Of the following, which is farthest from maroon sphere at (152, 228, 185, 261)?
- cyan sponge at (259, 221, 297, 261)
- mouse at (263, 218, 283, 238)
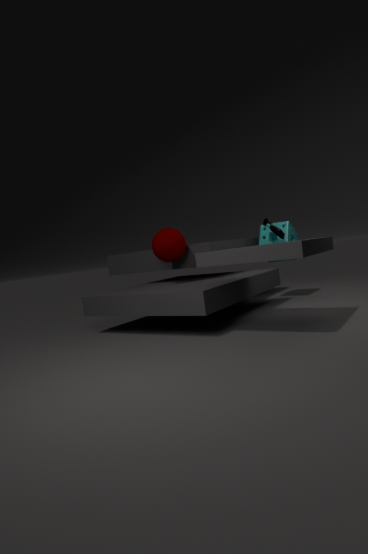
cyan sponge at (259, 221, 297, 261)
